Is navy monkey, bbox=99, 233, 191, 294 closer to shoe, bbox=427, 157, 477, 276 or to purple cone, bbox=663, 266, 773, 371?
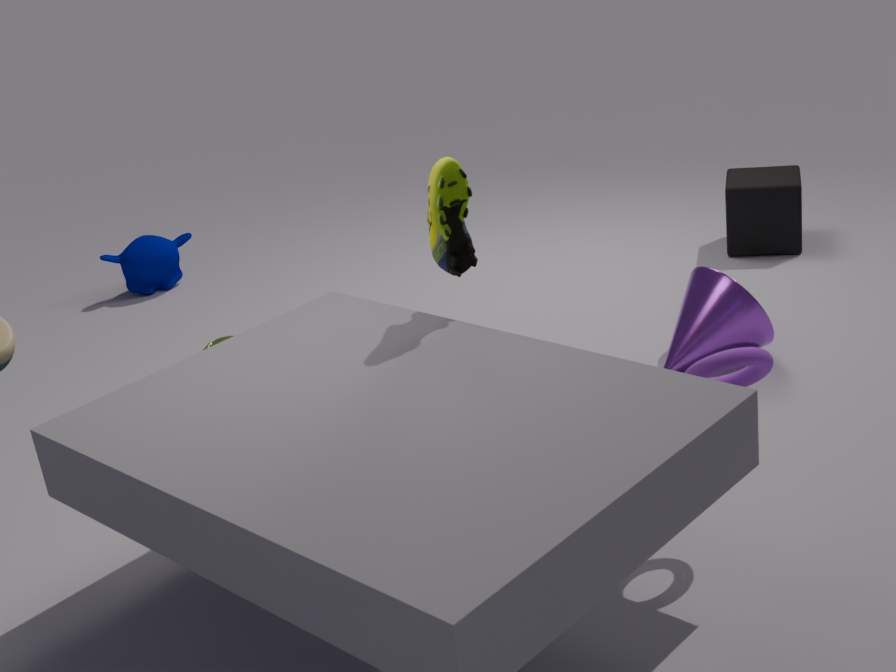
shoe, bbox=427, 157, 477, 276
